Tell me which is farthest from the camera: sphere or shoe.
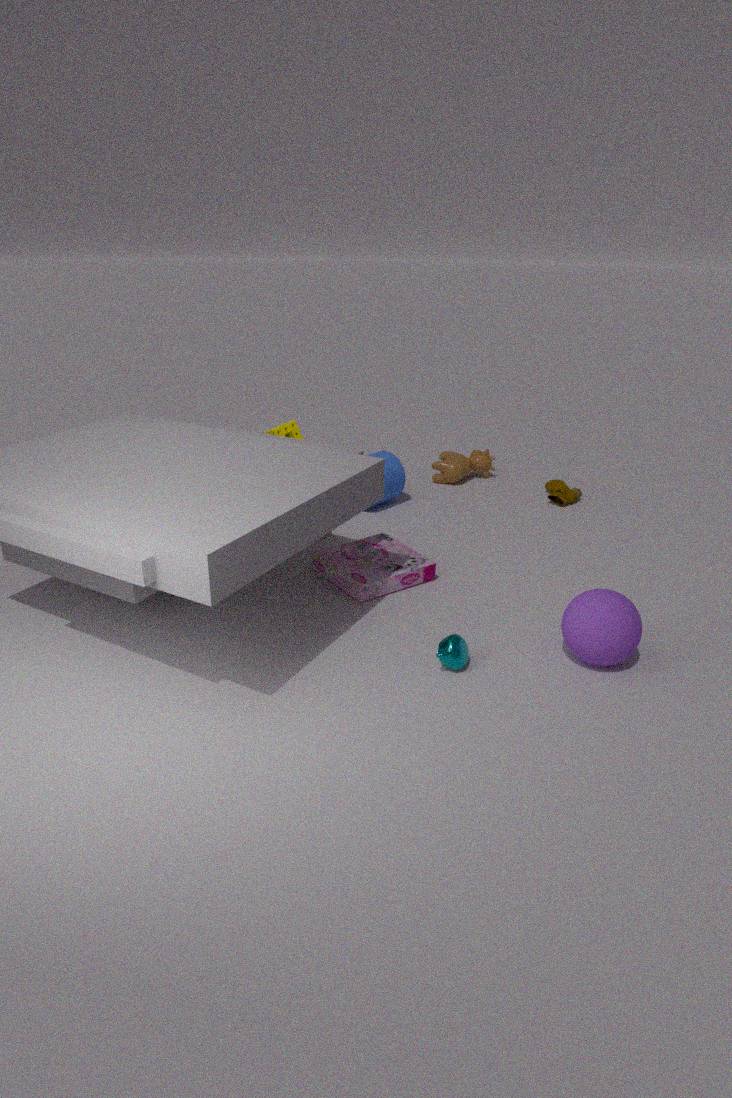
shoe
